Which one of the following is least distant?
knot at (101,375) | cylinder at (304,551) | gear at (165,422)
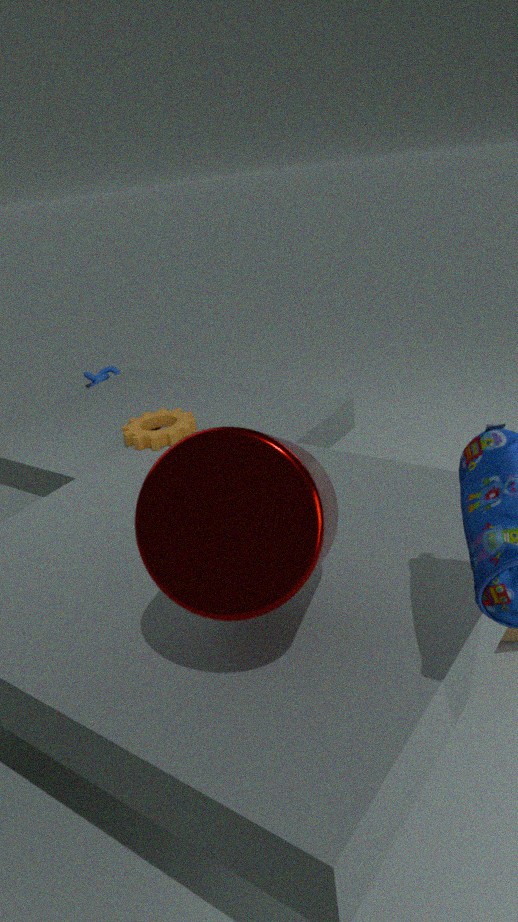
cylinder at (304,551)
